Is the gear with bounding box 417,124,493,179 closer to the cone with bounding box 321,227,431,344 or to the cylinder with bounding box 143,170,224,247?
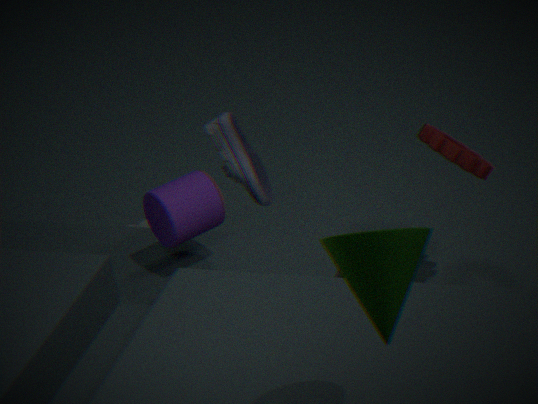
the cylinder with bounding box 143,170,224,247
